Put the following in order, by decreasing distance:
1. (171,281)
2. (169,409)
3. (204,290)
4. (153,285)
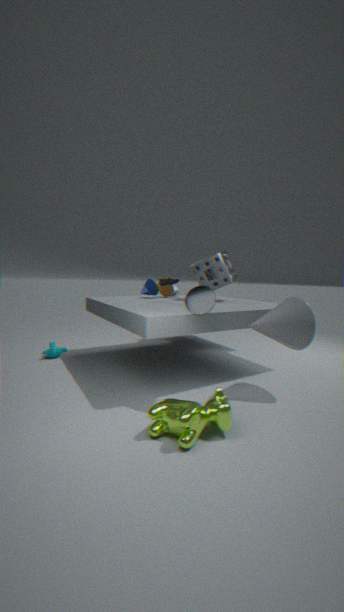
(153,285)
(171,281)
(204,290)
(169,409)
